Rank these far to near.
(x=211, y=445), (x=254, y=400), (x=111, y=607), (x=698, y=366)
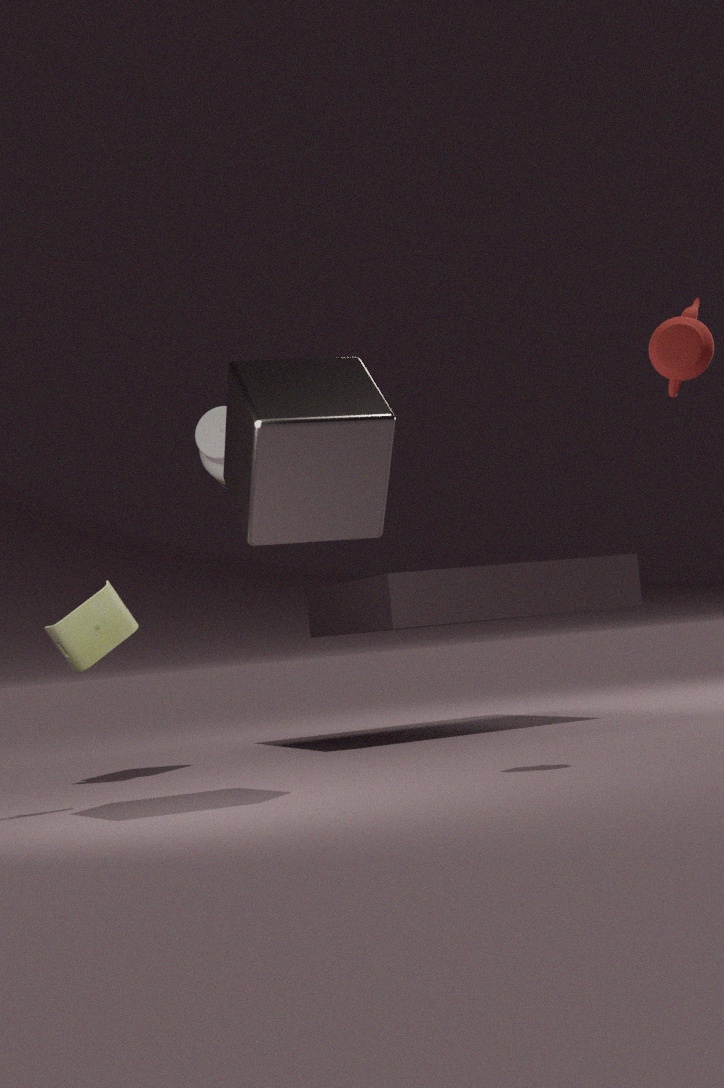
1. (x=211, y=445)
2. (x=111, y=607)
3. (x=698, y=366)
4. (x=254, y=400)
